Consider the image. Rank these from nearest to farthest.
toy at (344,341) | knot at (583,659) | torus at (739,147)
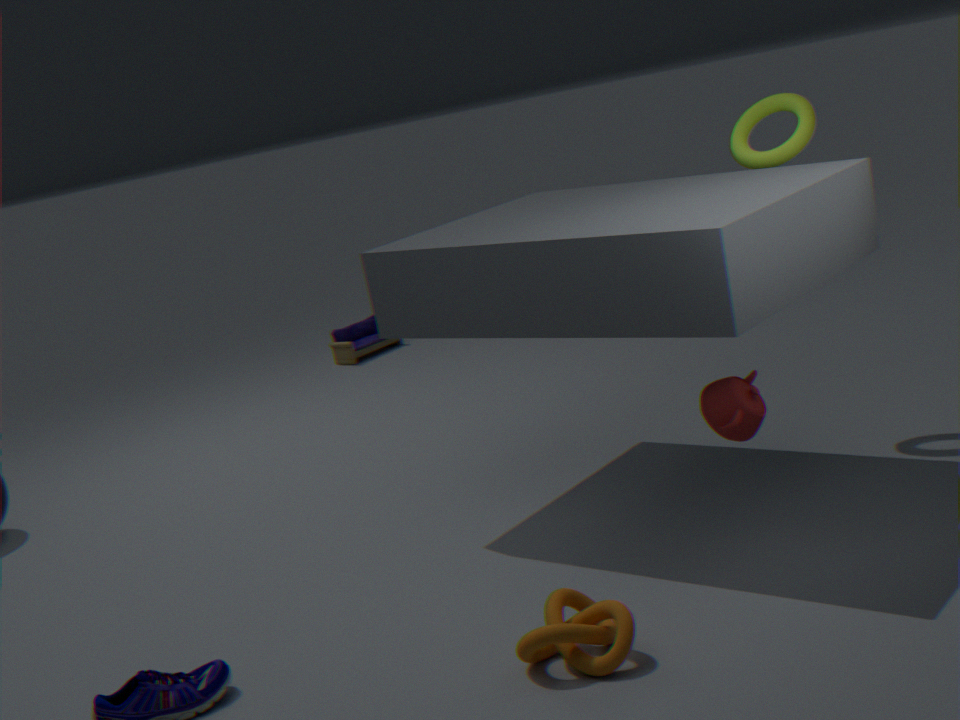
knot at (583,659) → torus at (739,147) → toy at (344,341)
